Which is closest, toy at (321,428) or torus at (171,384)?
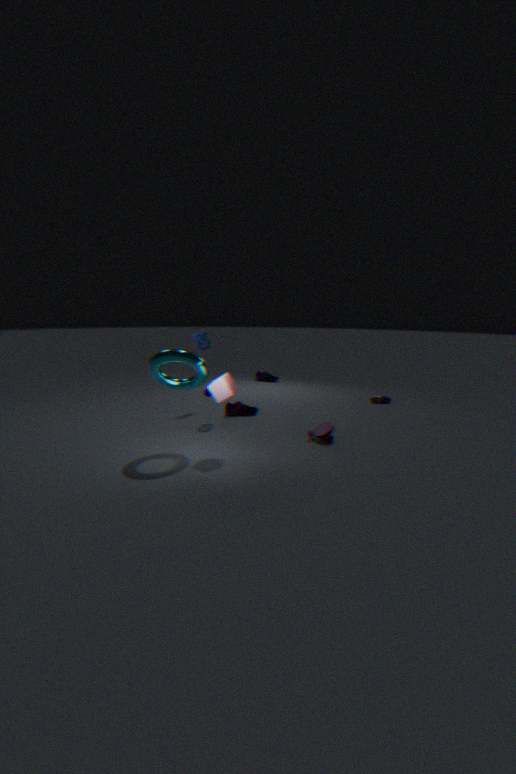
torus at (171,384)
